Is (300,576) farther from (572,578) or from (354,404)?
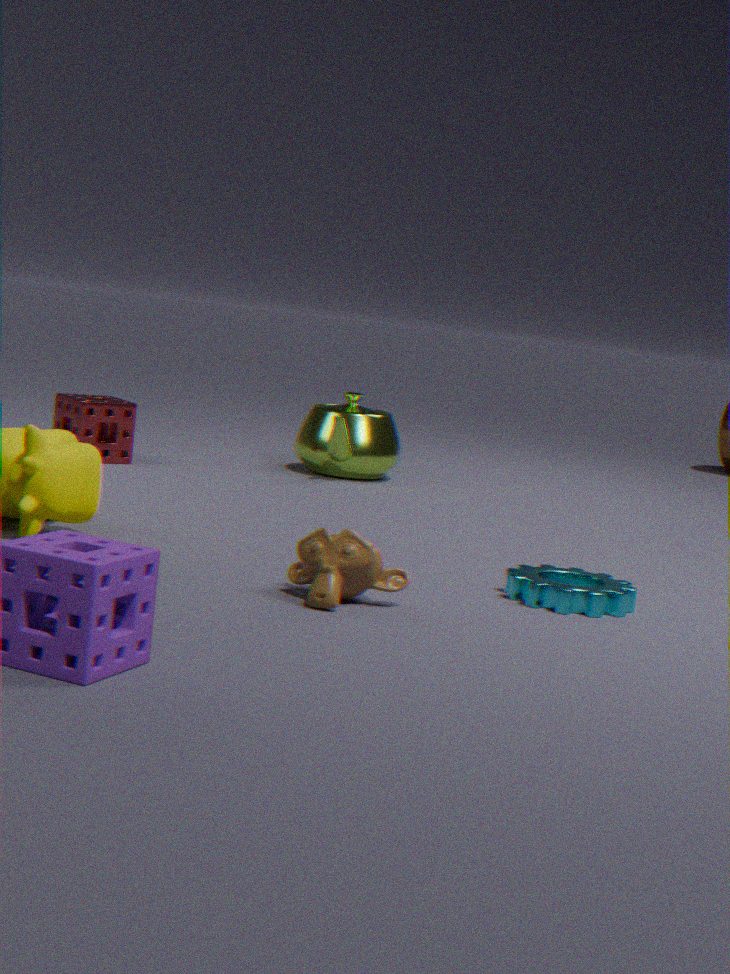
(354,404)
